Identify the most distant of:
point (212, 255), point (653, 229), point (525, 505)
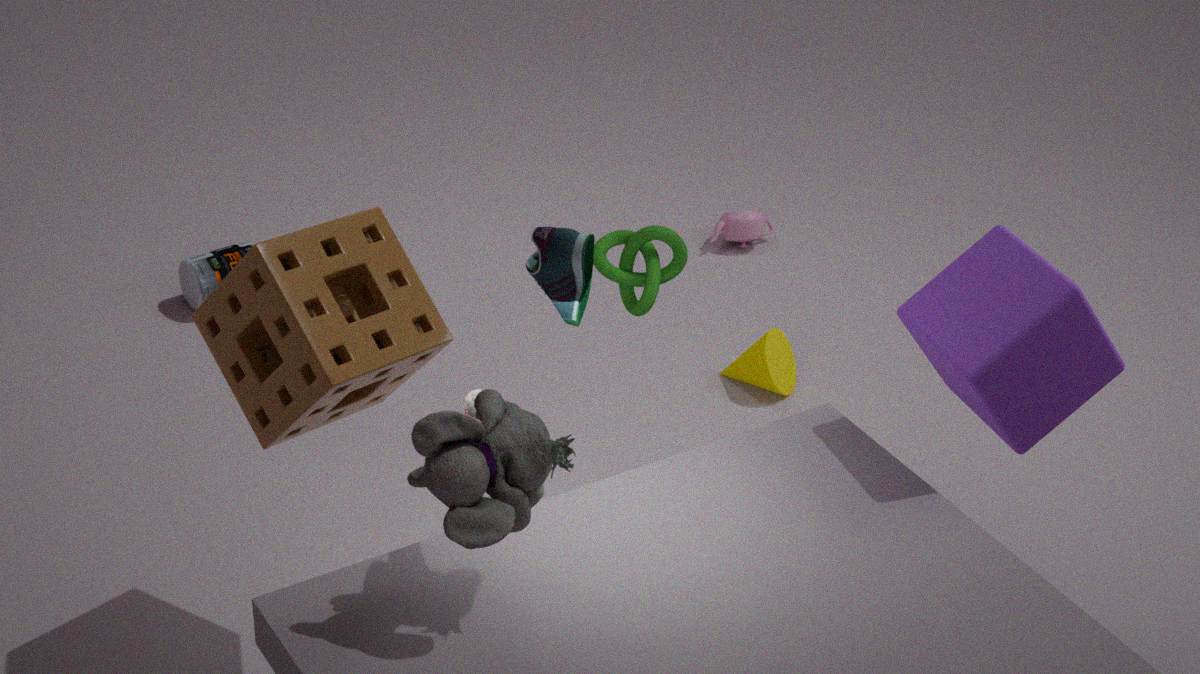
point (212, 255)
